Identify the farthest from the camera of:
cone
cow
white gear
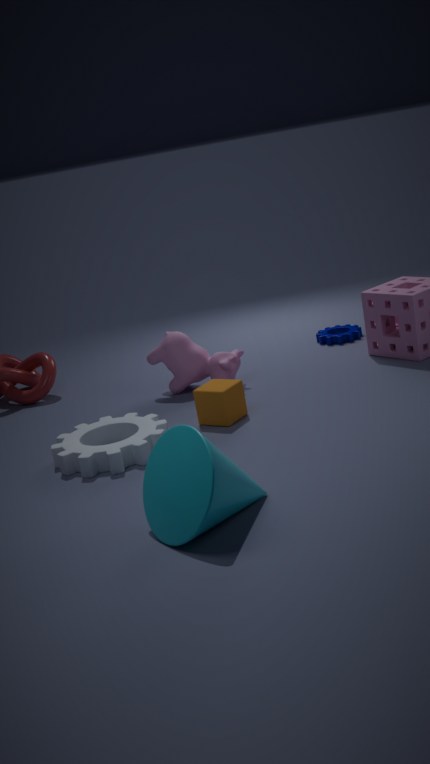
cow
